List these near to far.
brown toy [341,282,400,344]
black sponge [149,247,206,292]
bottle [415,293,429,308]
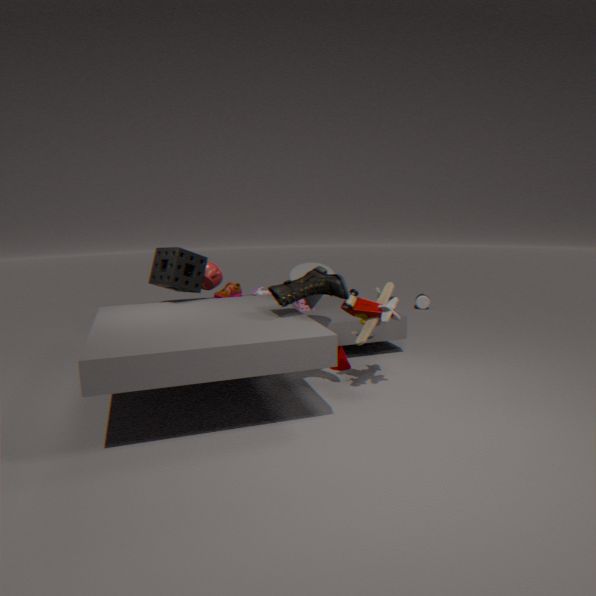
brown toy [341,282,400,344] < black sponge [149,247,206,292] < bottle [415,293,429,308]
